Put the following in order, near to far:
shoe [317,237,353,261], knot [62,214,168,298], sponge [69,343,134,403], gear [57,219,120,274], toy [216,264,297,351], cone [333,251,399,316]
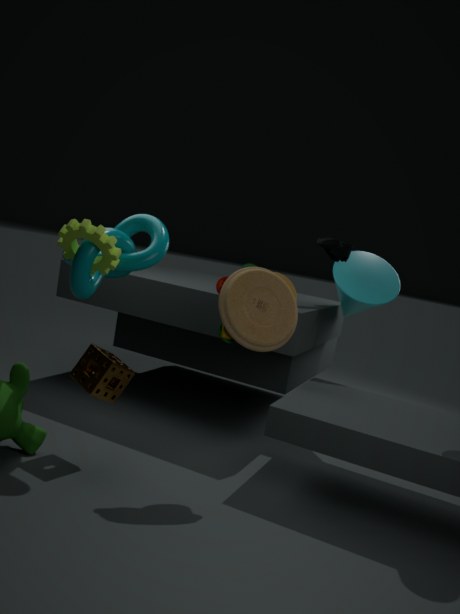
gear [57,219,120,274], knot [62,214,168,298], toy [216,264,297,351], sponge [69,343,134,403], shoe [317,237,353,261], cone [333,251,399,316]
